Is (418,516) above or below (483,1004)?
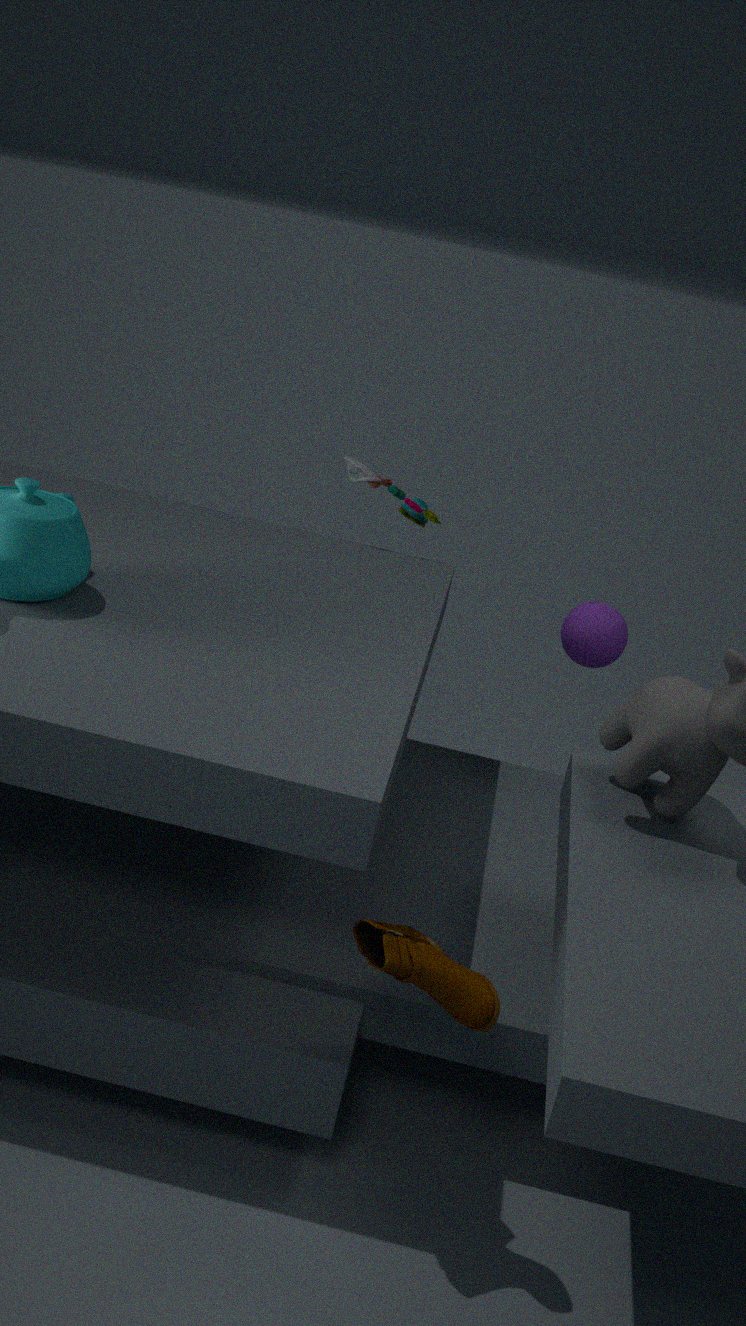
above
